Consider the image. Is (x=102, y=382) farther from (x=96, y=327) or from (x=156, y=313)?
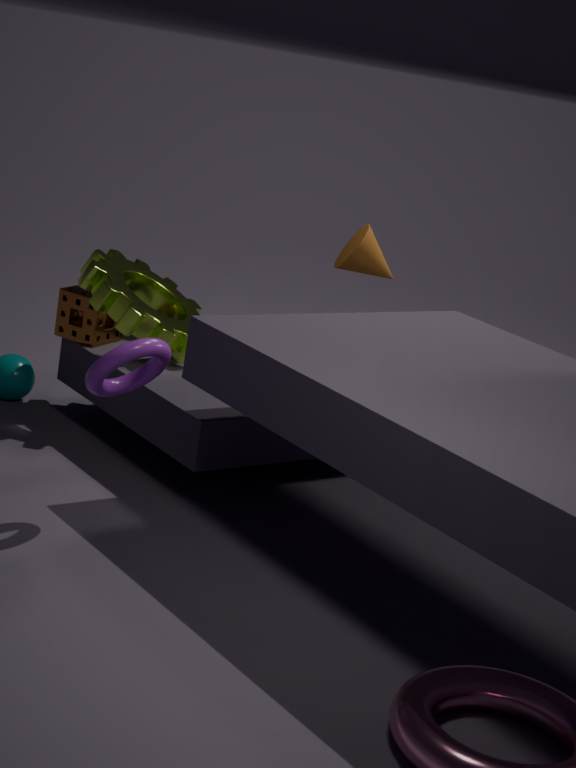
(x=96, y=327)
